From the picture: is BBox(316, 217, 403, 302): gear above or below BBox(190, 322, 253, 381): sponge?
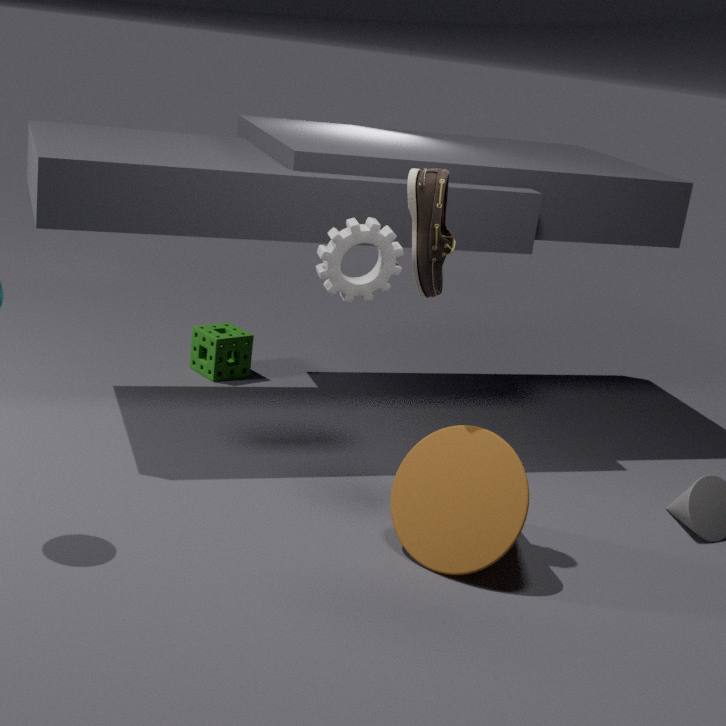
above
